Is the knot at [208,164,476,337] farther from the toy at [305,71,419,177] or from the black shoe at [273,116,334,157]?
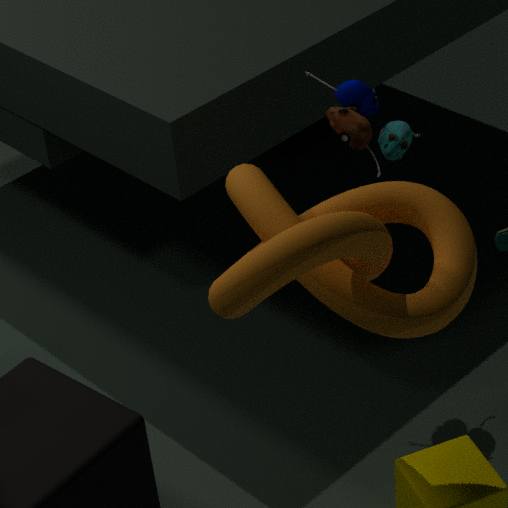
the black shoe at [273,116,334,157]
